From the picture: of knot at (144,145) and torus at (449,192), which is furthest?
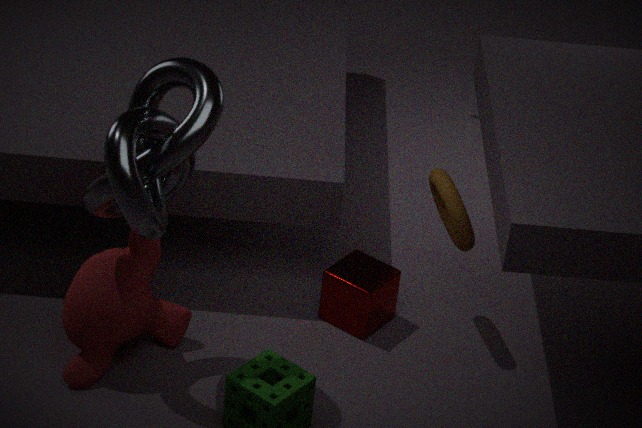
torus at (449,192)
